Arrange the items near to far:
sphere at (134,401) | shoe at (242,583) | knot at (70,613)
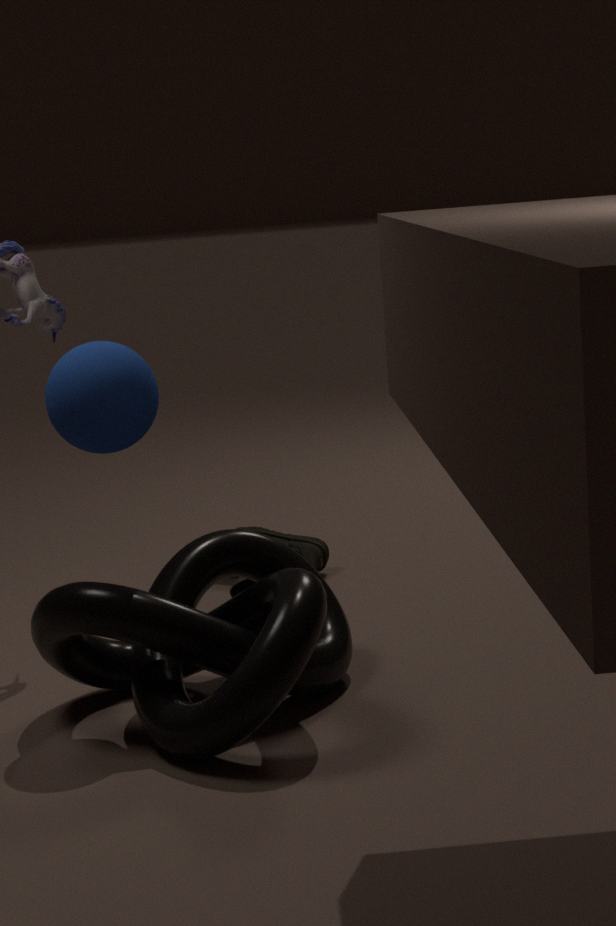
knot at (70,613) → sphere at (134,401) → shoe at (242,583)
